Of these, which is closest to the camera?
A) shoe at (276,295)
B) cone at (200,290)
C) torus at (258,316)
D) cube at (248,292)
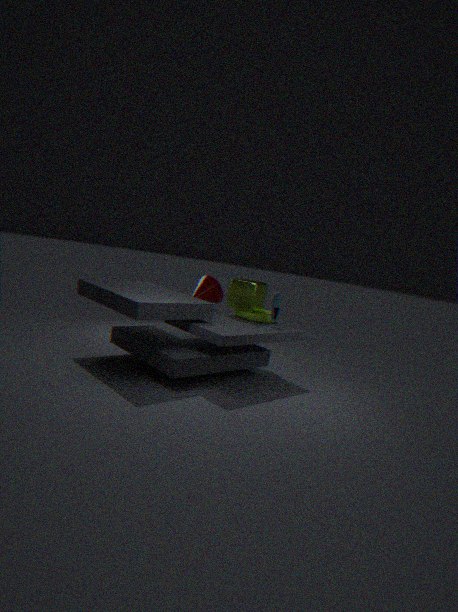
shoe at (276,295)
